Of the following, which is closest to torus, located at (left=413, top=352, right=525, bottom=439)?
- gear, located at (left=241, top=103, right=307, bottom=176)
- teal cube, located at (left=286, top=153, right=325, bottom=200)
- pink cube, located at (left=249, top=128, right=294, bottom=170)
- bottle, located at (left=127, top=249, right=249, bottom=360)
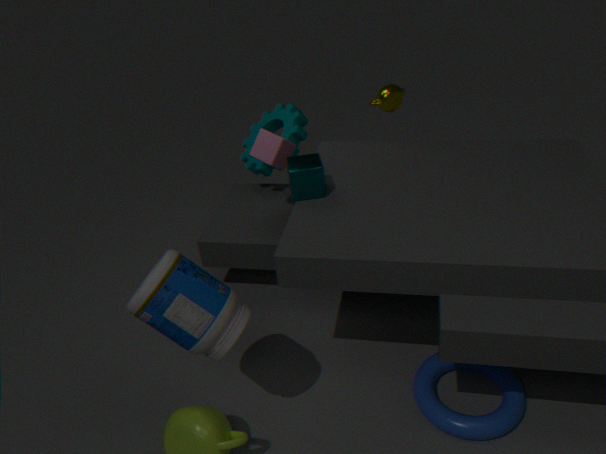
bottle, located at (left=127, top=249, right=249, bottom=360)
